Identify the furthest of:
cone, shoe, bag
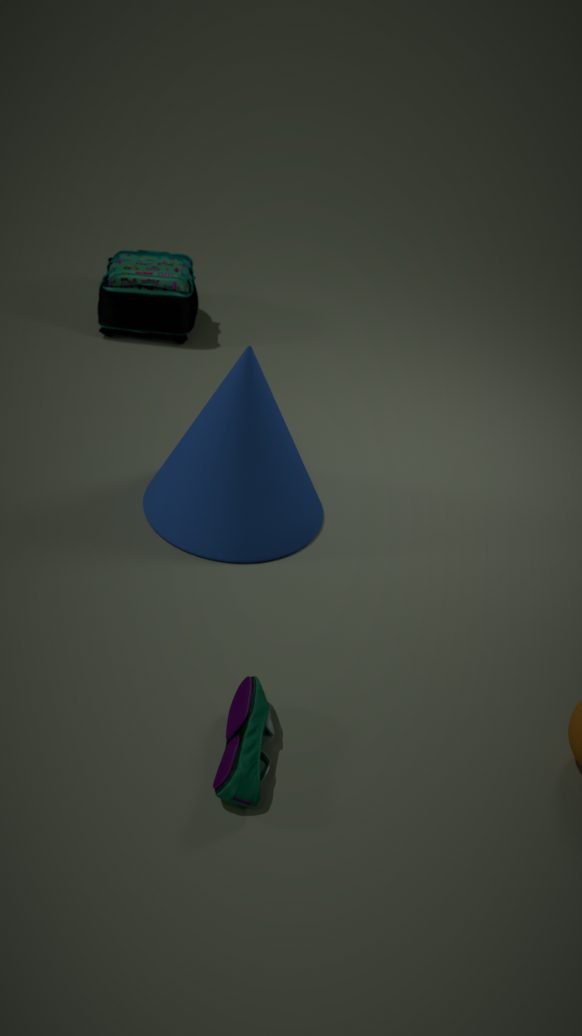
bag
